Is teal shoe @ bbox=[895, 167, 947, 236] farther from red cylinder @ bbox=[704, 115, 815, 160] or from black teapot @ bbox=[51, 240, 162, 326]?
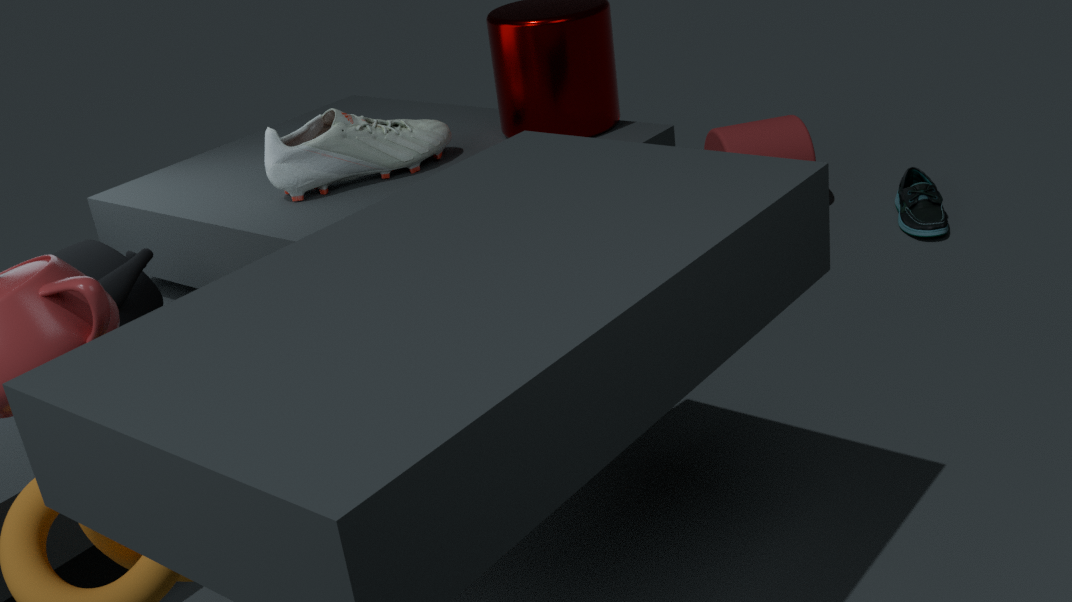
black teapot @ bbox=[51, 240, 162, 326]
